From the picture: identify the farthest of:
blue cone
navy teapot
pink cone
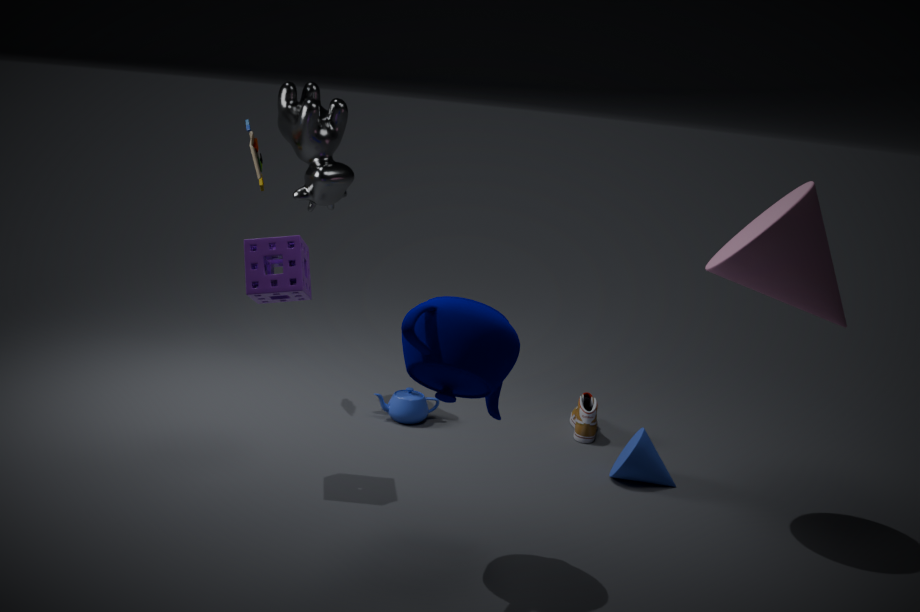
blue cone
